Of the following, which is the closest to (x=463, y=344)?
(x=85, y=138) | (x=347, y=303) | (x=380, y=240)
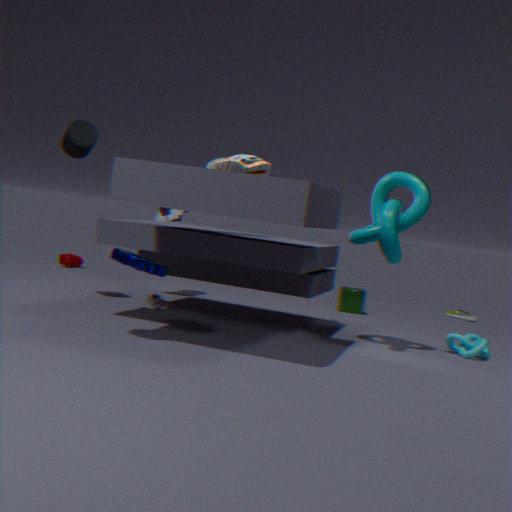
(x=380, y=240)
